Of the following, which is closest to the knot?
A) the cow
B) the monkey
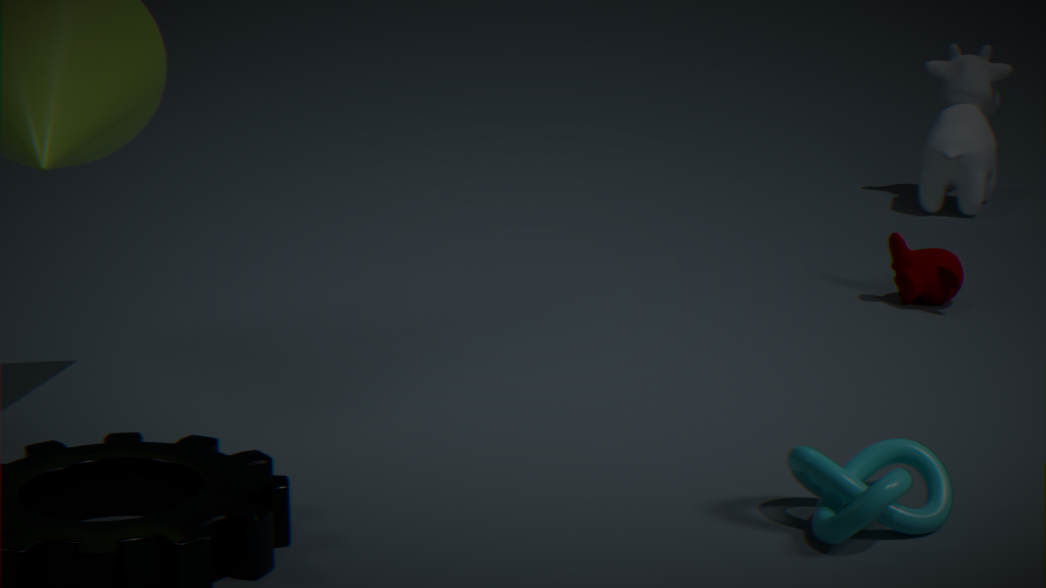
the monkey
